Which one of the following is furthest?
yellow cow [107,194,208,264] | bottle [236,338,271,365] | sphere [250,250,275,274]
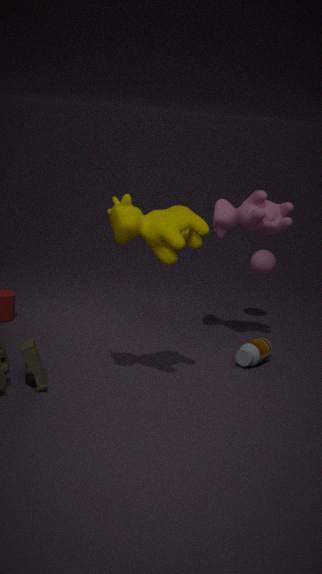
sphere [250,250,275,274]
